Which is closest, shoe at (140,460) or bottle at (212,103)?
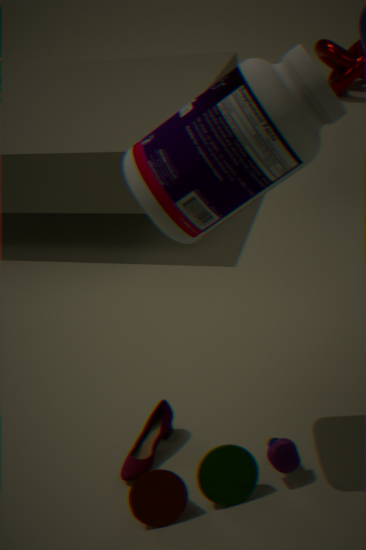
bottle at (212,103)
